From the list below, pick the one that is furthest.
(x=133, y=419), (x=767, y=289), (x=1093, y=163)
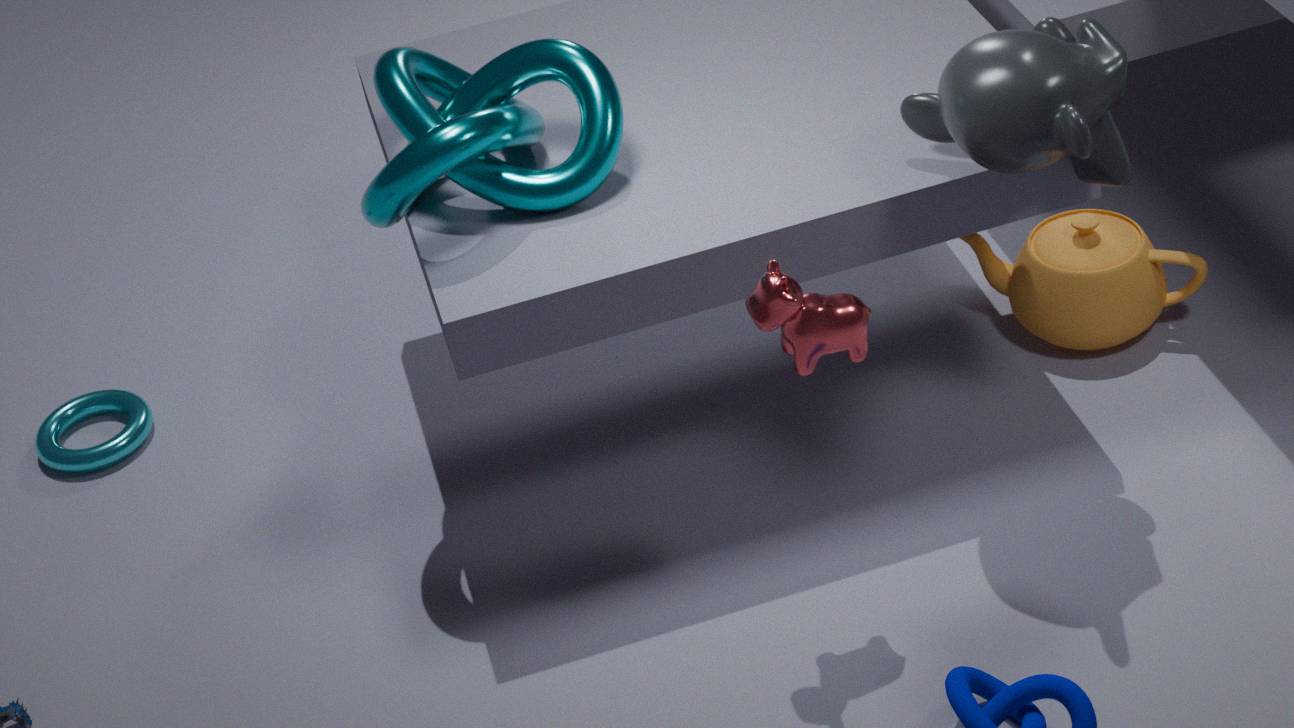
(x=133, y=419)
